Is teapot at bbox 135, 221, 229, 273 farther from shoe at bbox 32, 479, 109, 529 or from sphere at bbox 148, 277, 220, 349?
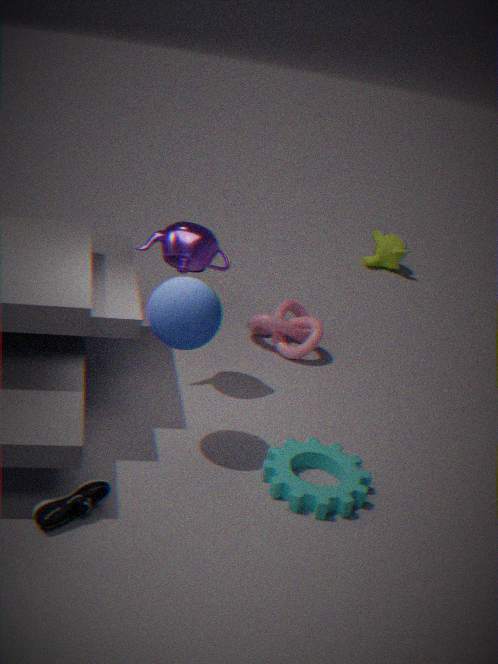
shoe at bbox 32, 479, 109, 529
